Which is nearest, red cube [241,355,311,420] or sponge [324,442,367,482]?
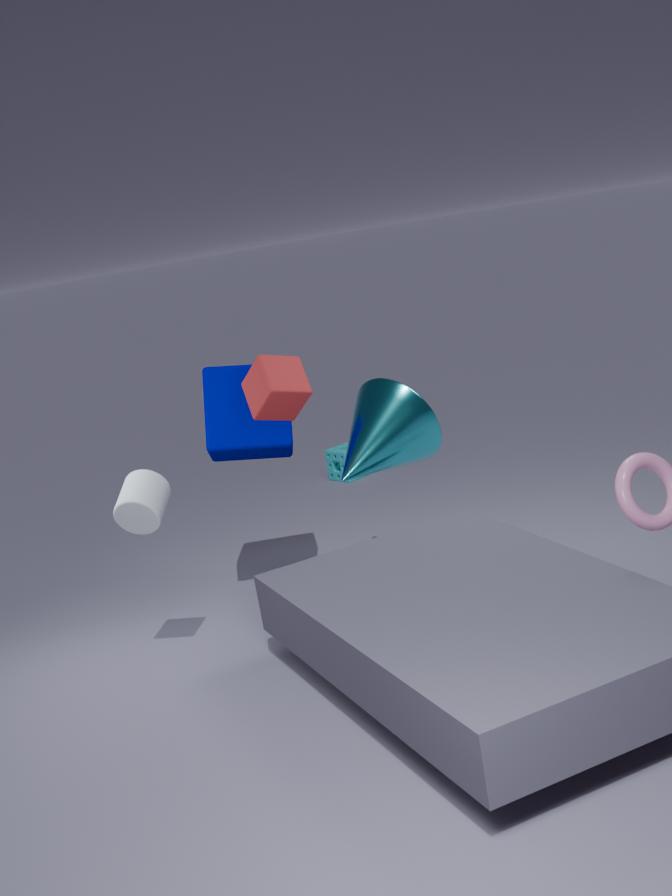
red cube [241,355,311,420]
